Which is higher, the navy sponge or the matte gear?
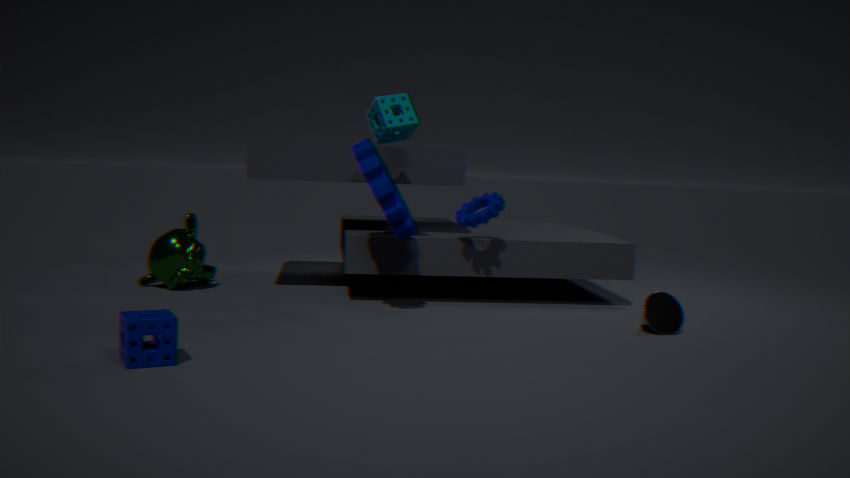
the matte gear
